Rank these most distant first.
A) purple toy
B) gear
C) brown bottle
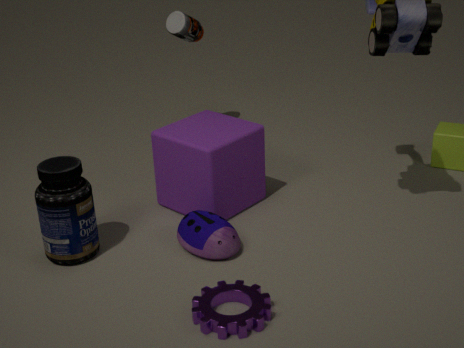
1. brown bottle
2. purple toy
3. gear
